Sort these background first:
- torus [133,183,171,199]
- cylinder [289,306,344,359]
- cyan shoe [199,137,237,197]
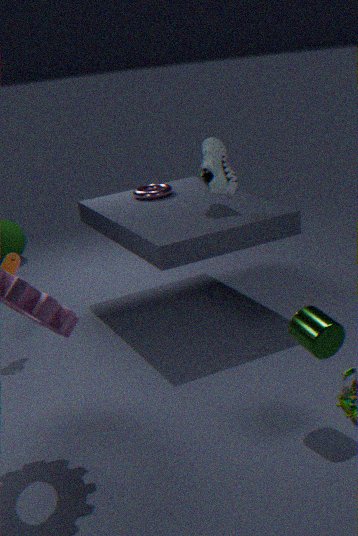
torus [133,183,171,199] < cyan shoe [199,137,237,197] < cylinder [289,306,344,359]
